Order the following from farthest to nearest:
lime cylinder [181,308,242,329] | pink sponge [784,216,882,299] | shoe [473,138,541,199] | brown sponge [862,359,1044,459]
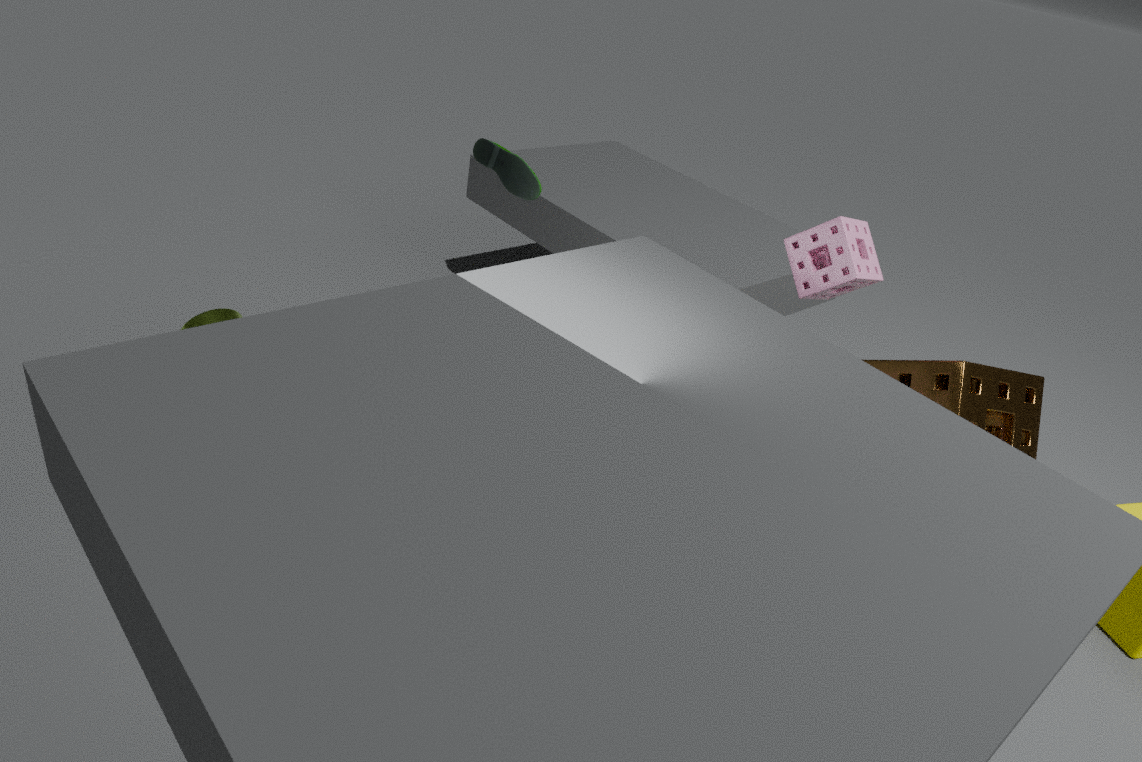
shoe [473,138,541,199] → pink sponge [784,216,882,299] → lime cylinder [181,308,242,329] → brown sponge [862,359,1044,459]
